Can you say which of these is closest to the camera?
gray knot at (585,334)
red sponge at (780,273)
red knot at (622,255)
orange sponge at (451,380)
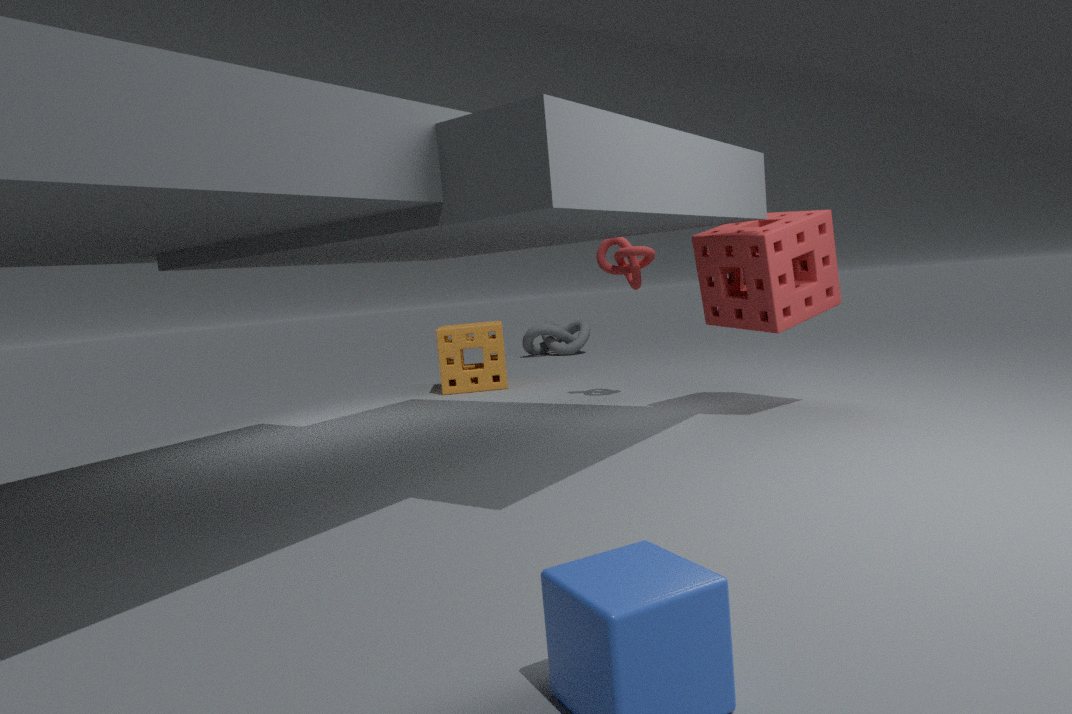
red sponge at (780,273)
